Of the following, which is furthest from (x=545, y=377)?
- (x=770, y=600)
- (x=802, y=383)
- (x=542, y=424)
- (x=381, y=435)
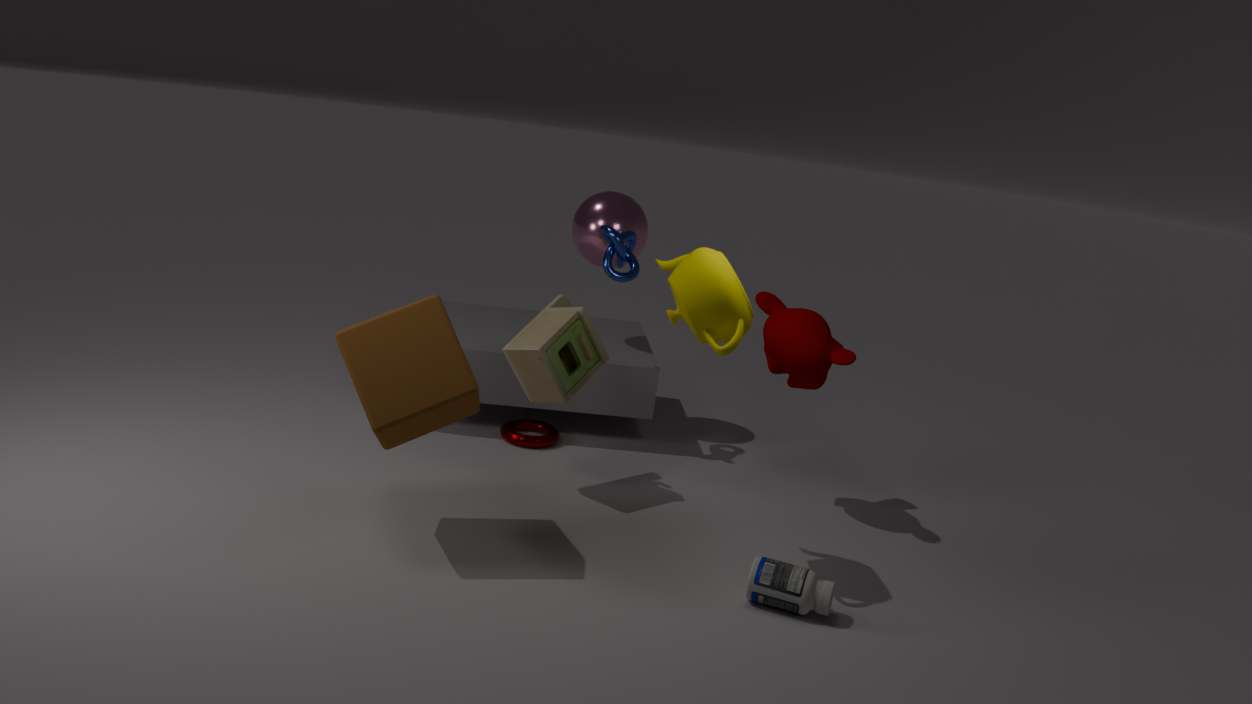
(x=770, y=600)
